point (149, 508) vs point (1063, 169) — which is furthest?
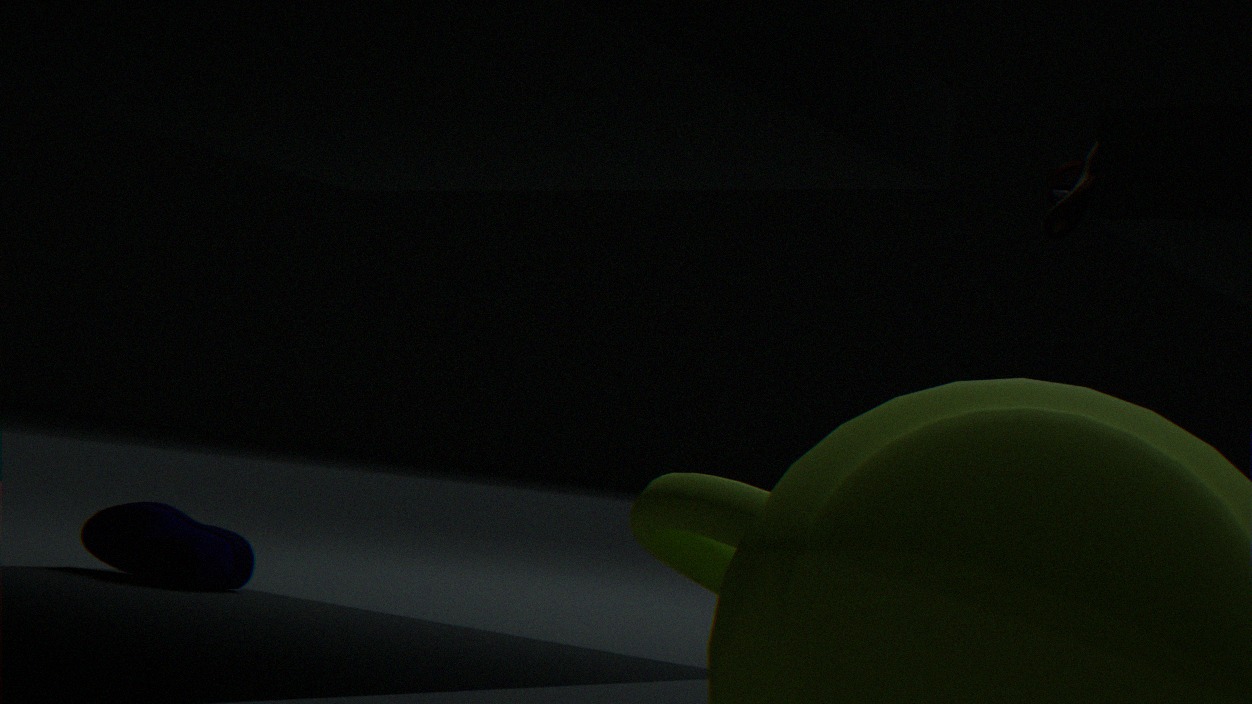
point (149, 508)
